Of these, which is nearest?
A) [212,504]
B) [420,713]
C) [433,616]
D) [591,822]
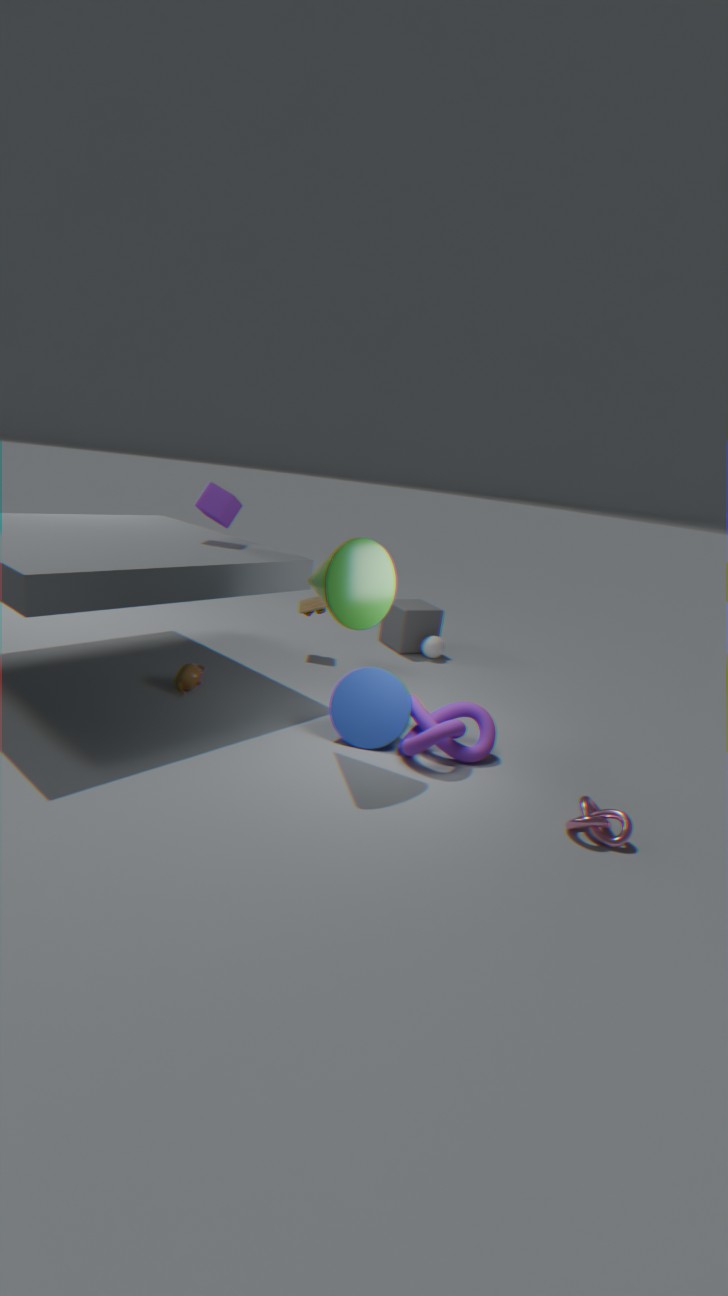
[591,822]
